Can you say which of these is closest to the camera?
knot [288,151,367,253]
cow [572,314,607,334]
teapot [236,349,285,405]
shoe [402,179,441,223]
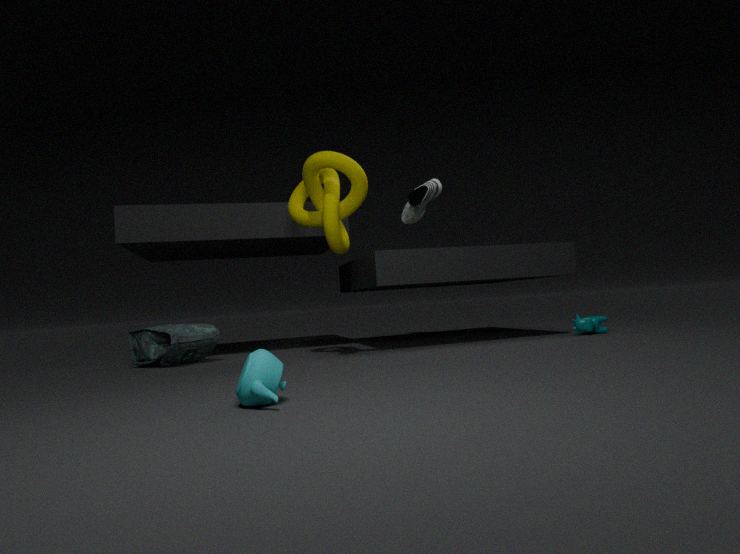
teapot [236,349,285,405]
